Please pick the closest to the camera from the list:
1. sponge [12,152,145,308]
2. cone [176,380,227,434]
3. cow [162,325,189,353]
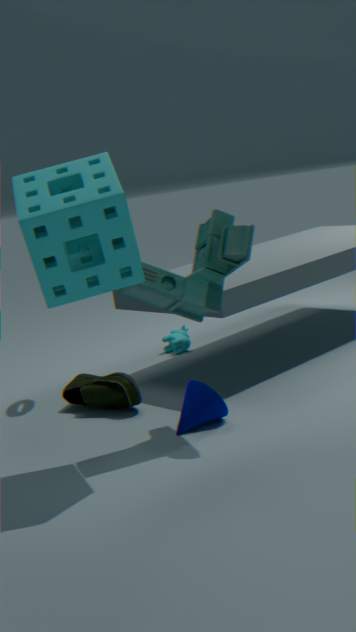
sponge [12,152,145,308]
